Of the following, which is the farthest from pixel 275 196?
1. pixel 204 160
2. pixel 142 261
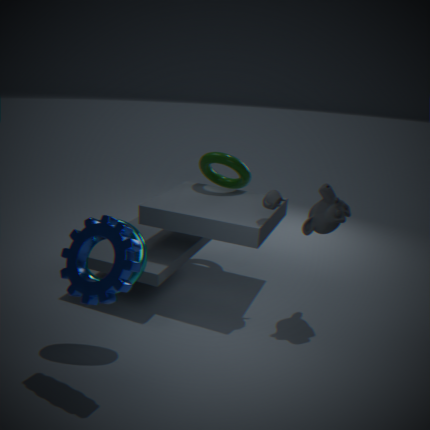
pixel 142 261
